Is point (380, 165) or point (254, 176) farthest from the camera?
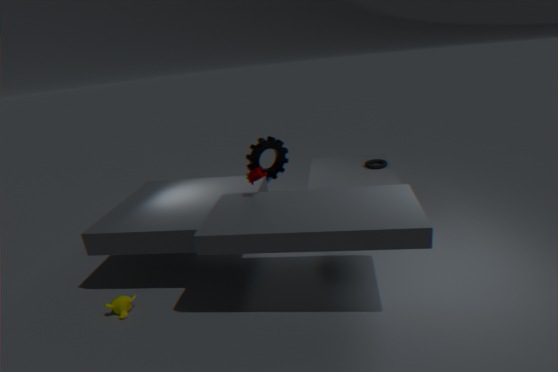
point (380, 165)
